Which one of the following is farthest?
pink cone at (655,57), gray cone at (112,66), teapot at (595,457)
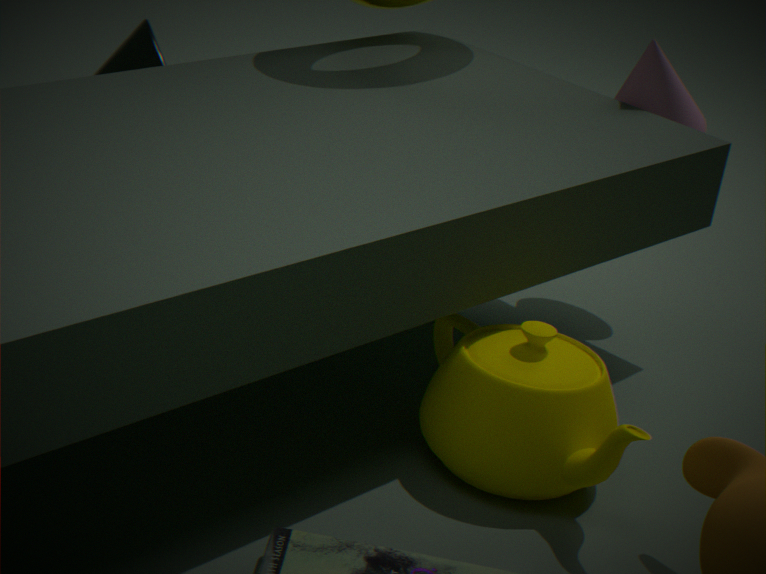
gray cone at (112,66)
